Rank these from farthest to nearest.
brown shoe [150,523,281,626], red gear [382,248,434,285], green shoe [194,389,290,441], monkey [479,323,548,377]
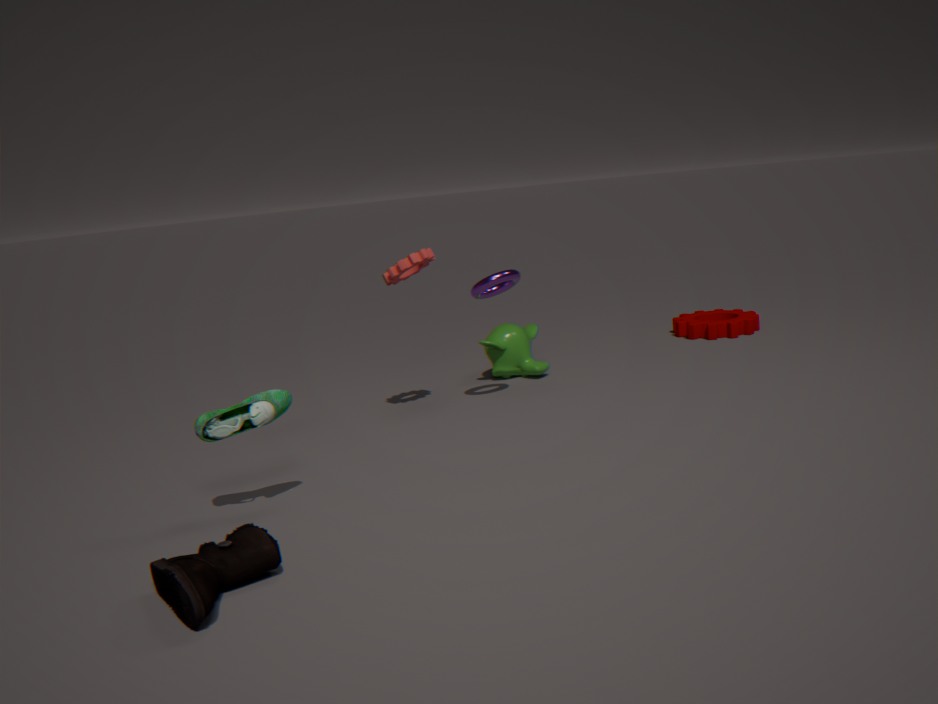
monkey [479,323,548,377]
red gear [382,248,434,285]
green shoe [194,389,290,441]
brown shoe [150,523,281,626]
